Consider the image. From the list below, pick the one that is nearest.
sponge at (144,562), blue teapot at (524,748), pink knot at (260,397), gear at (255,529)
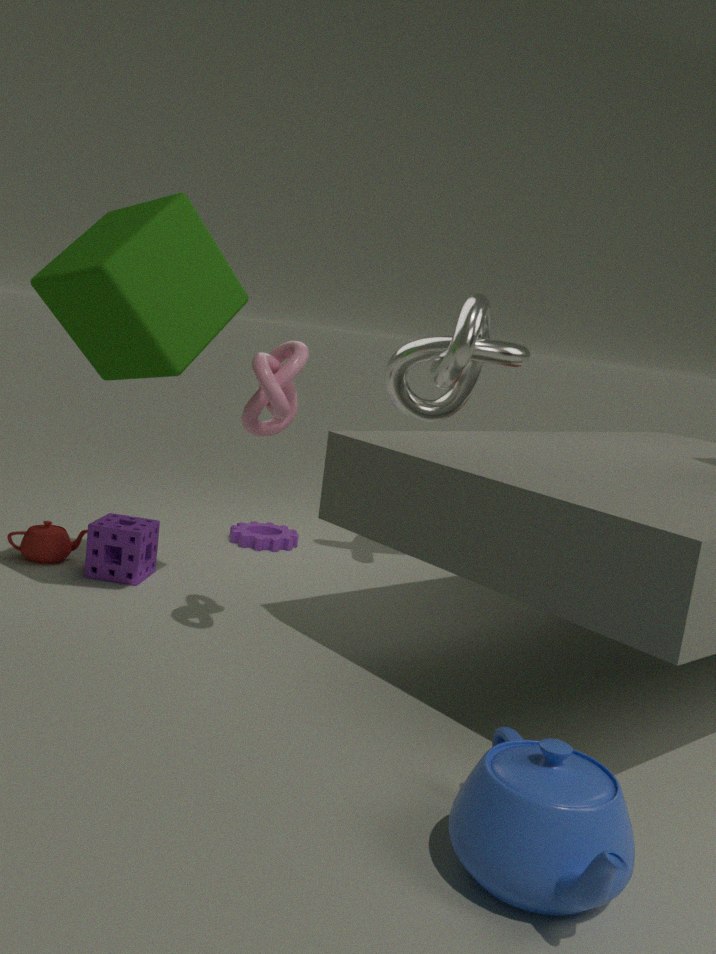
blue teapot at (524,748)
